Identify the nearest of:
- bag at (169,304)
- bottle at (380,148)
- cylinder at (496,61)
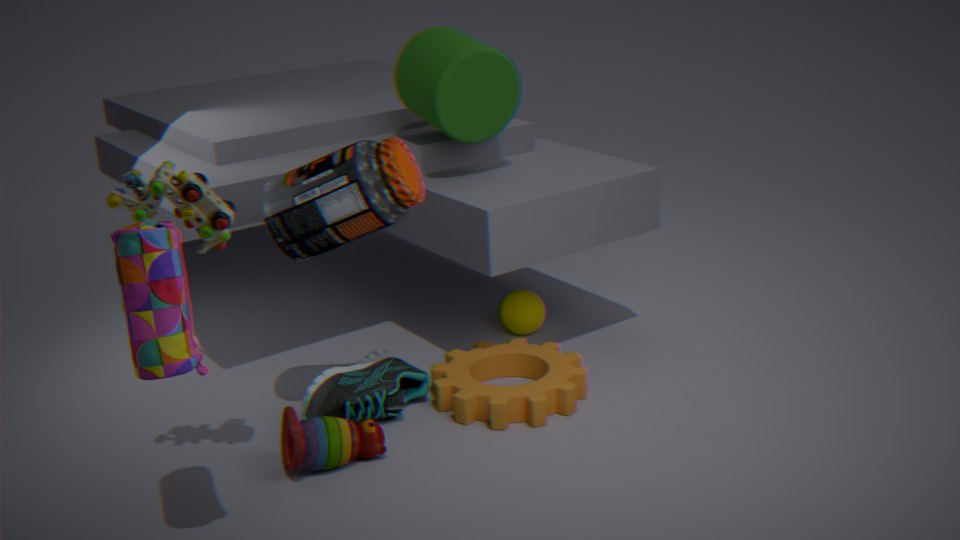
bag at (169,304)
